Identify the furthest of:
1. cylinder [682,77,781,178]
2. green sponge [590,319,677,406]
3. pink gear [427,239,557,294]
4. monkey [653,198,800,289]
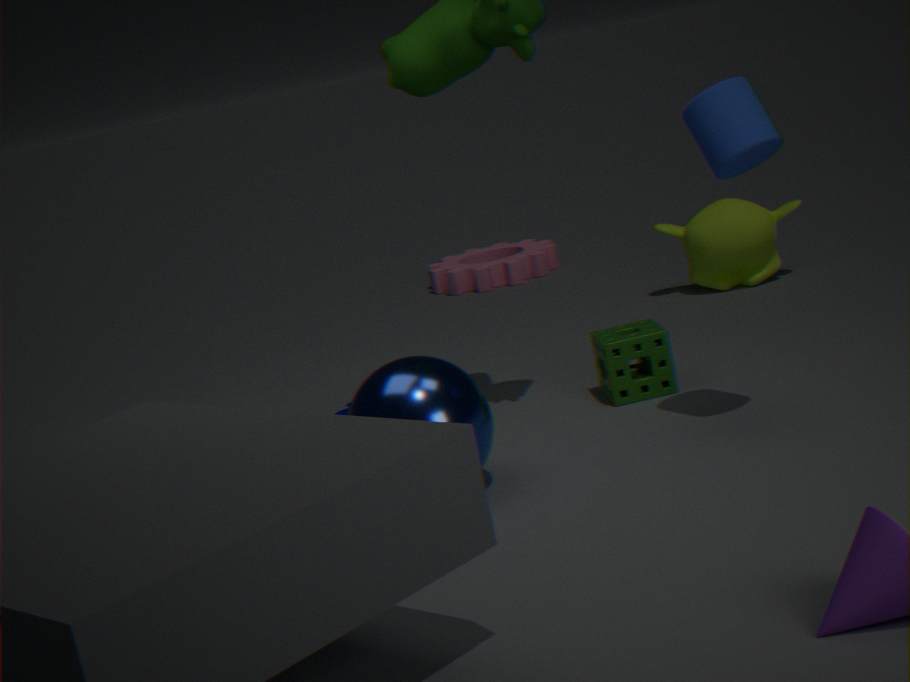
pink gear [427,239,557,294]
